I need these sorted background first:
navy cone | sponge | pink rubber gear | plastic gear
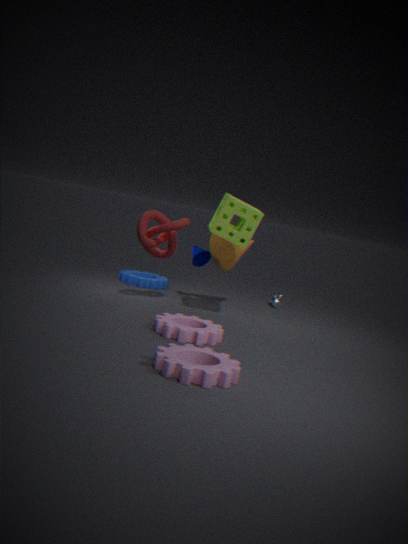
1. navy cone
2. sponge
3. pink rubber gear
4. plastic gear
